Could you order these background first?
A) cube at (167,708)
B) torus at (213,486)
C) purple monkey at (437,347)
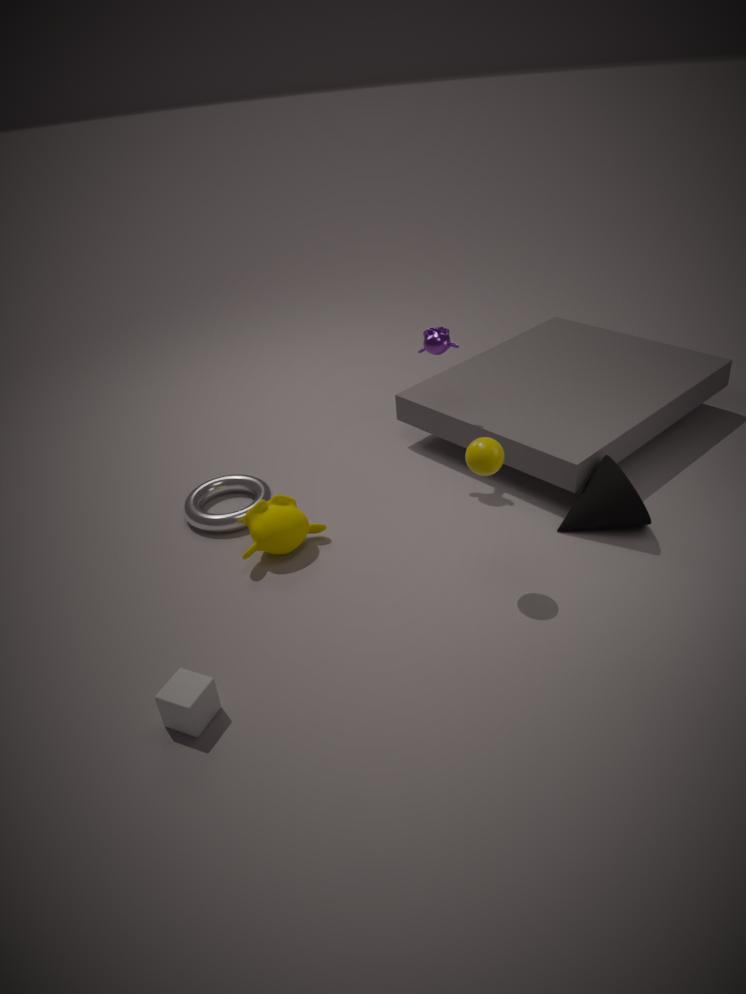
1. torus at (213,486)
2. purple monkey at (437,347)
3. cube at (167,708)
